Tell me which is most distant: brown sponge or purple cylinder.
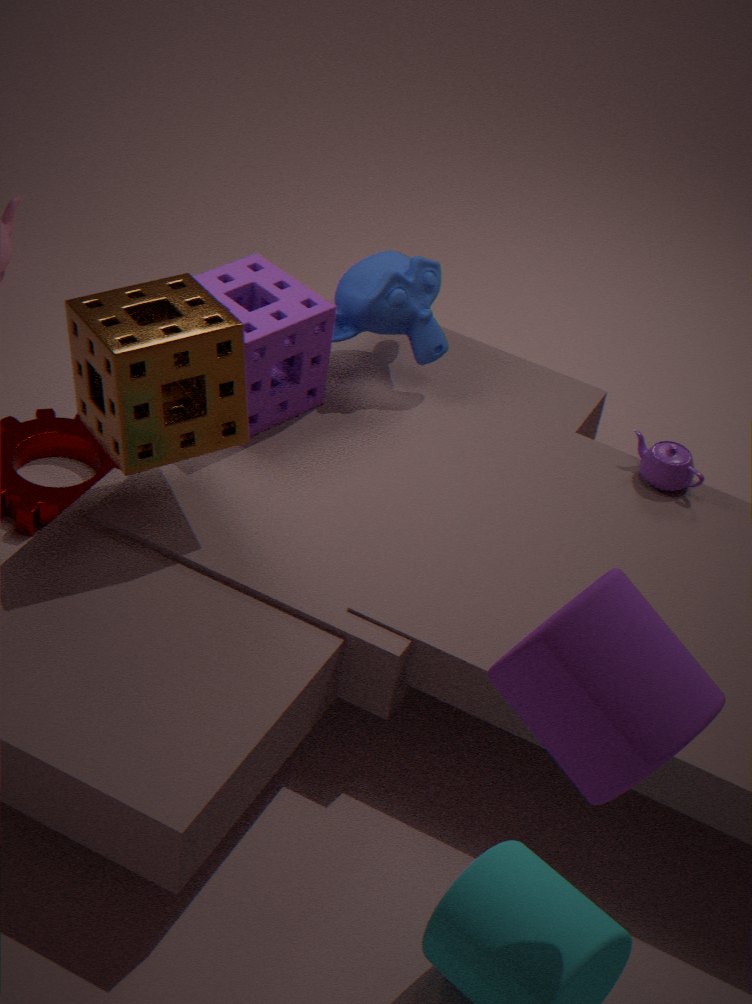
brown sponge
